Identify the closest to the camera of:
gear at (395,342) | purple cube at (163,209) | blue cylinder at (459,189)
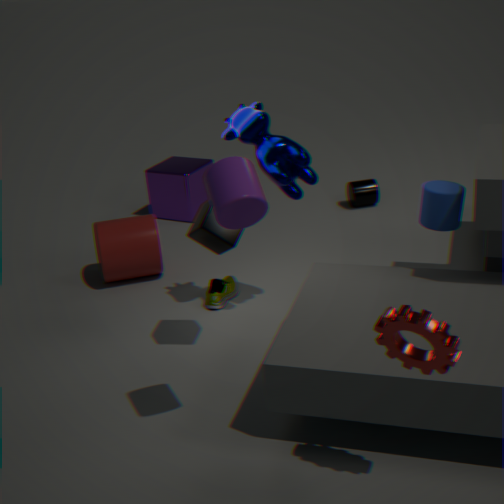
gear at (395,342)
